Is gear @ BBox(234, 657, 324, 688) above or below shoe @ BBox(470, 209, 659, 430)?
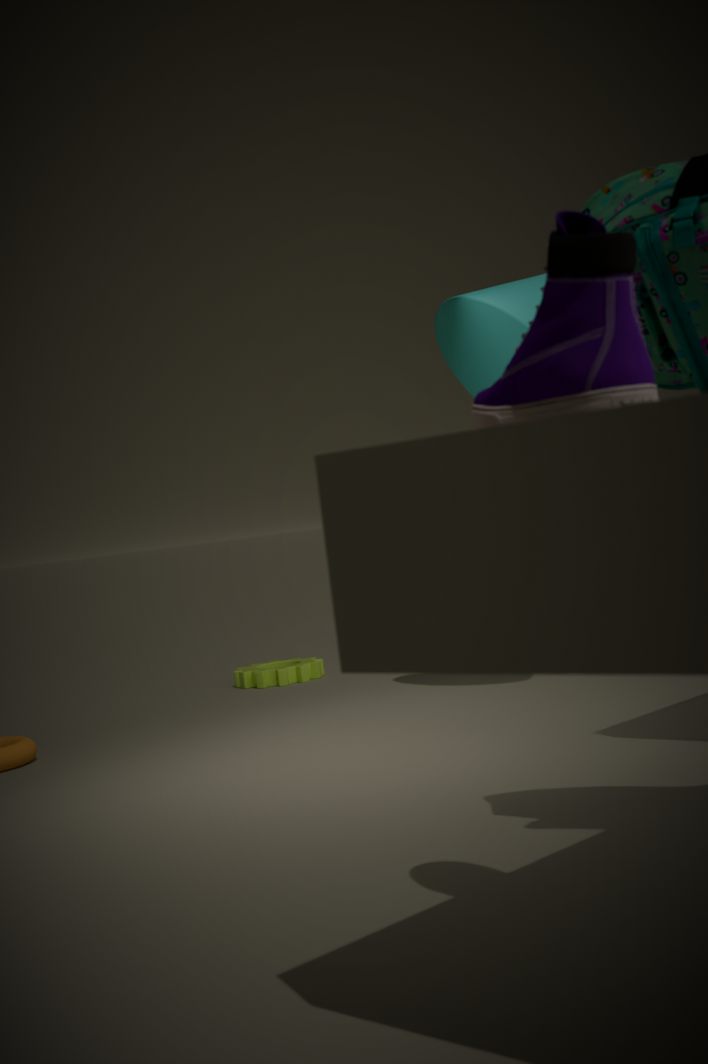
below
